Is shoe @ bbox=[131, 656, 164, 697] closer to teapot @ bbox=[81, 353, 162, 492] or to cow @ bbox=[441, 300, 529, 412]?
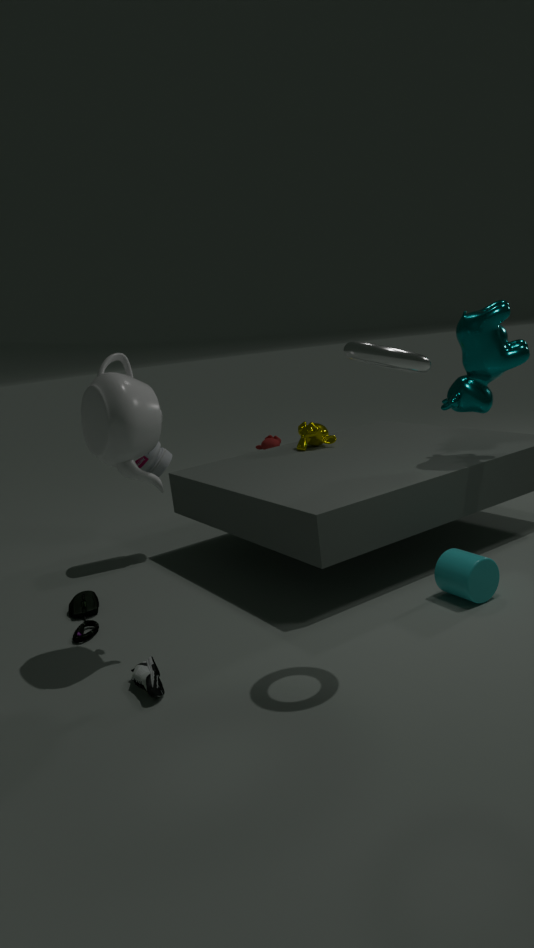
teapot @ bbox=[81, 353, 162, 492]
